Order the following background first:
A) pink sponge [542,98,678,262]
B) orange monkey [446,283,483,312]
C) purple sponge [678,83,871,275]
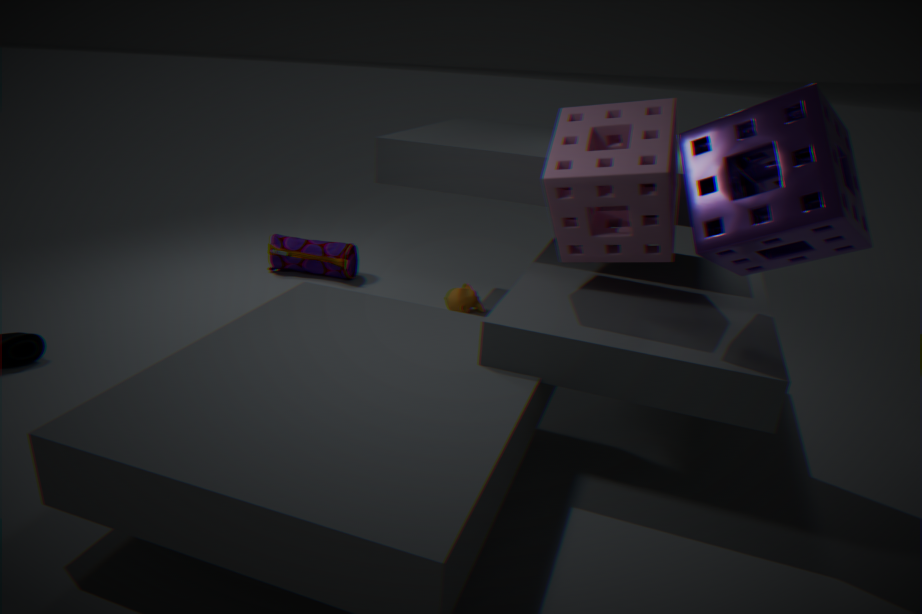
orange monkey [446,283,483,312], pink sponge [542,98,678,262], purple sponge [678,83,871,275]
